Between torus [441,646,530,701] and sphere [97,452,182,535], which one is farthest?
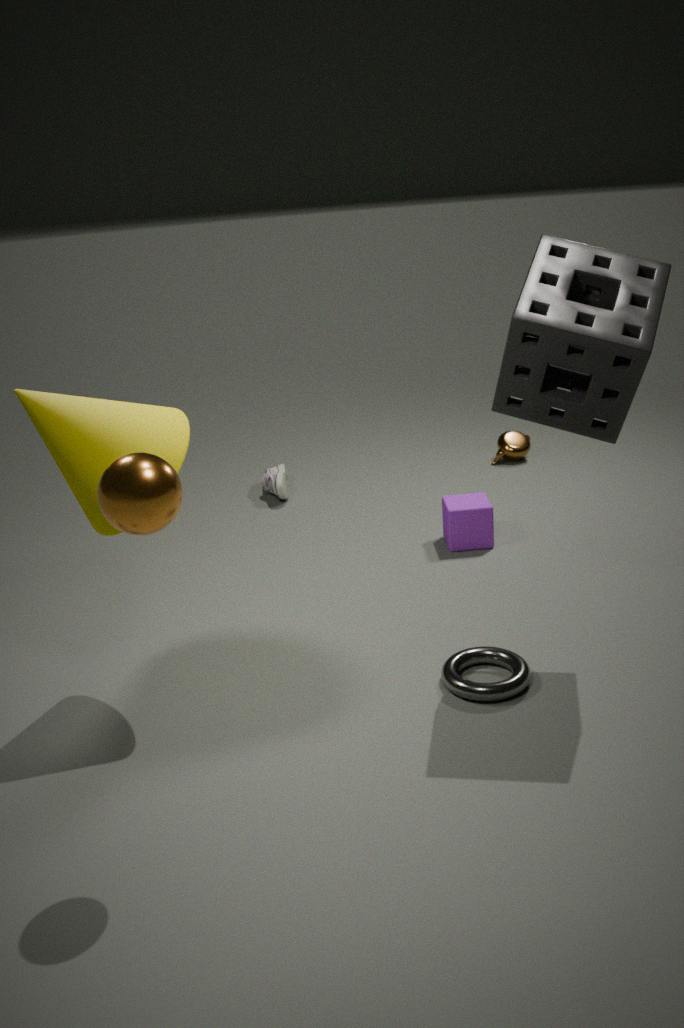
torus [441,646,530,701]
